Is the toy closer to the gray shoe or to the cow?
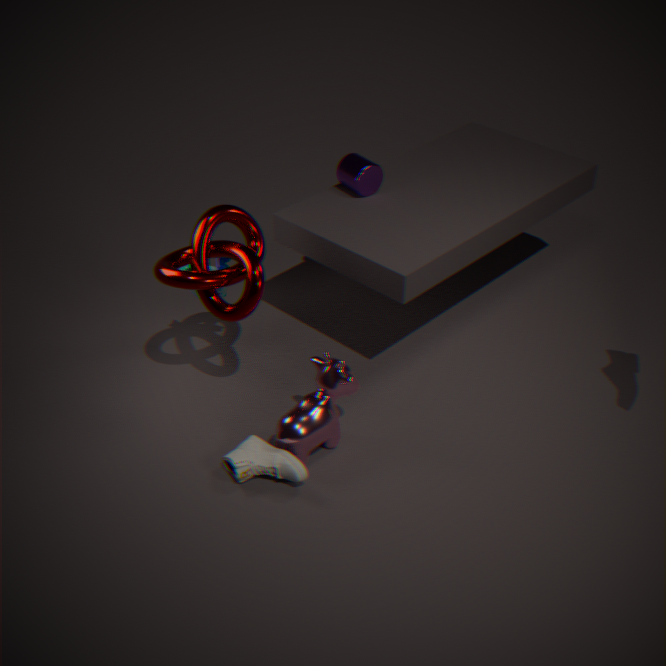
the cow
